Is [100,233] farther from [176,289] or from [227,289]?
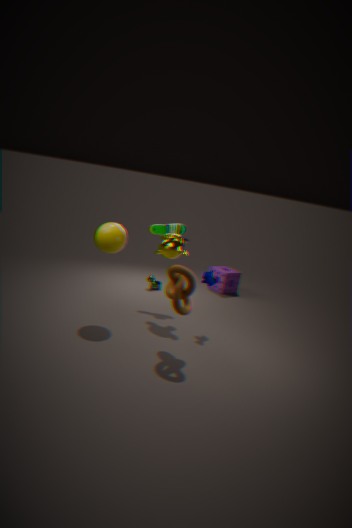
[227,289]
